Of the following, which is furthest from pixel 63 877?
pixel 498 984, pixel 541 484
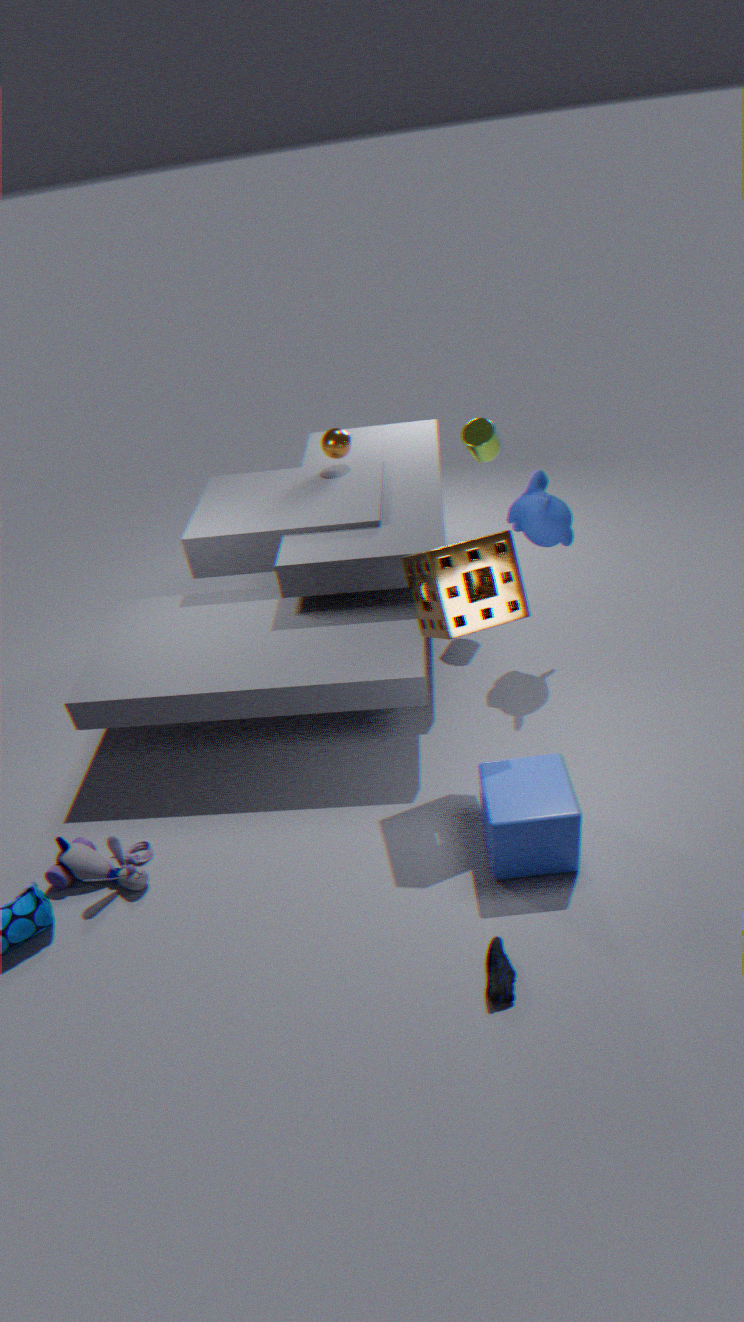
pixel 541 484
